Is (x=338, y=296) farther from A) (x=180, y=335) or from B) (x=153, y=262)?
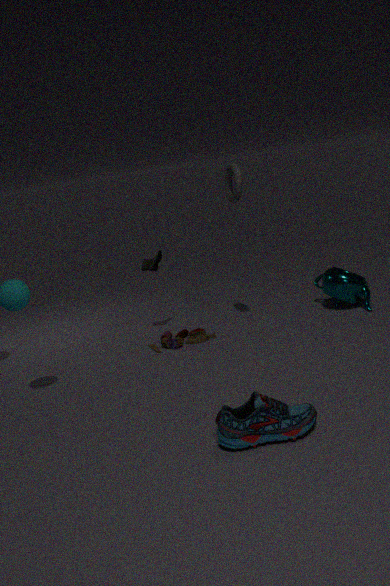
B) (x=153, y=262)
